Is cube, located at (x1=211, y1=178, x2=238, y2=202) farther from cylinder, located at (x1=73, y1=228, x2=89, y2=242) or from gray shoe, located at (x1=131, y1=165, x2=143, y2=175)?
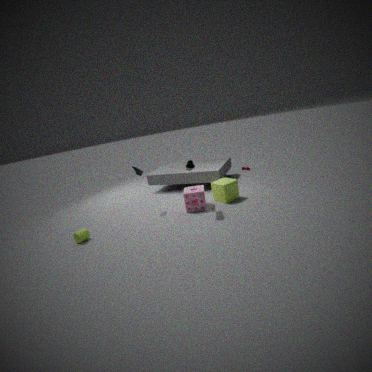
cylinder, located at (x1=73, y1=228, x2=89, y2=242)
